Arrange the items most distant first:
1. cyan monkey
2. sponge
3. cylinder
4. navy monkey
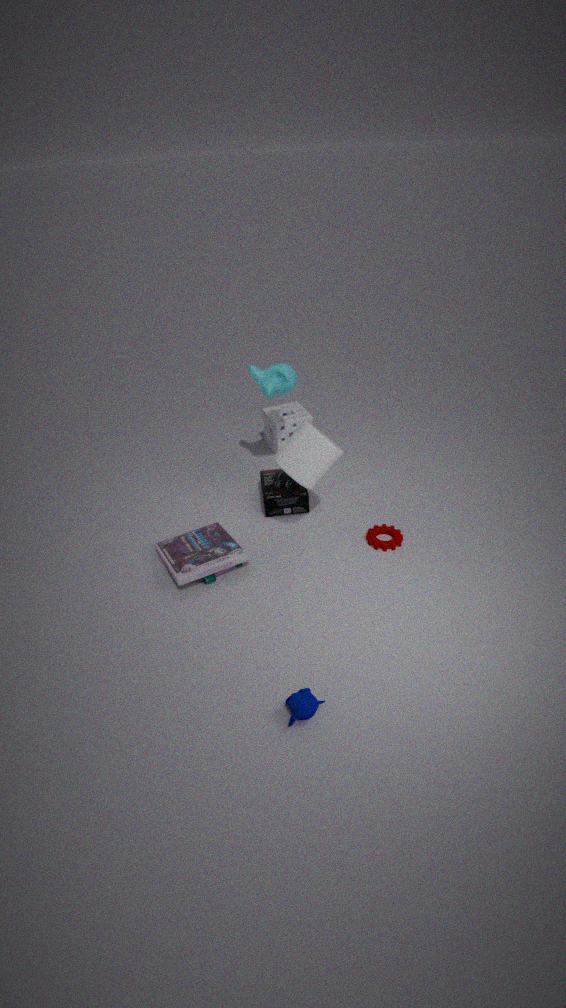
sponge, cyan monkey, cylinder, navy monkey
